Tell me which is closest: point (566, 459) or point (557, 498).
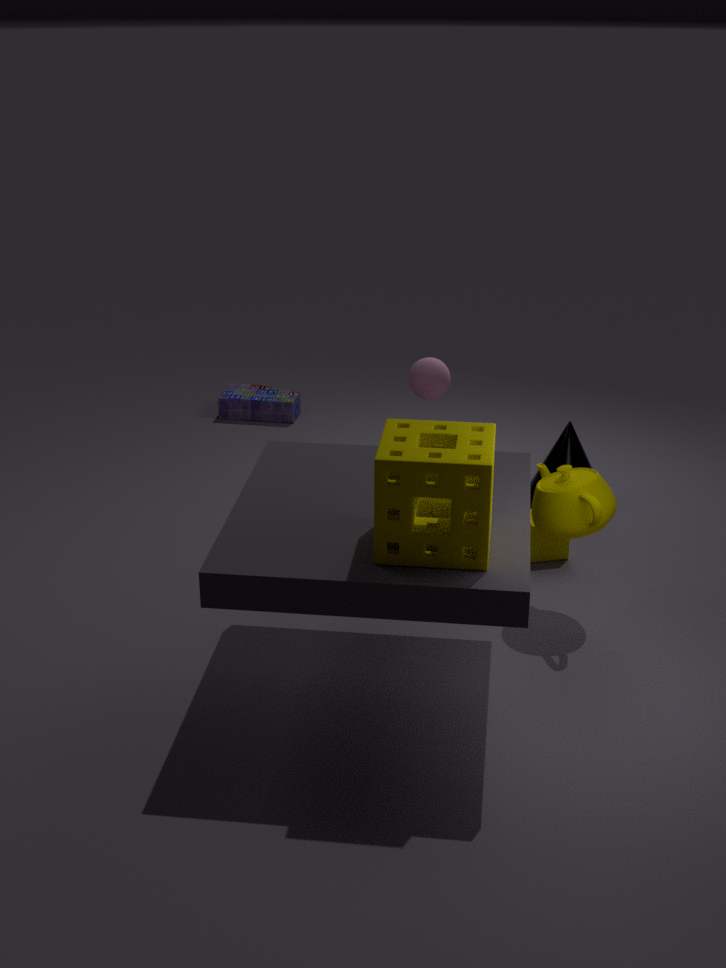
point (557, 498)
